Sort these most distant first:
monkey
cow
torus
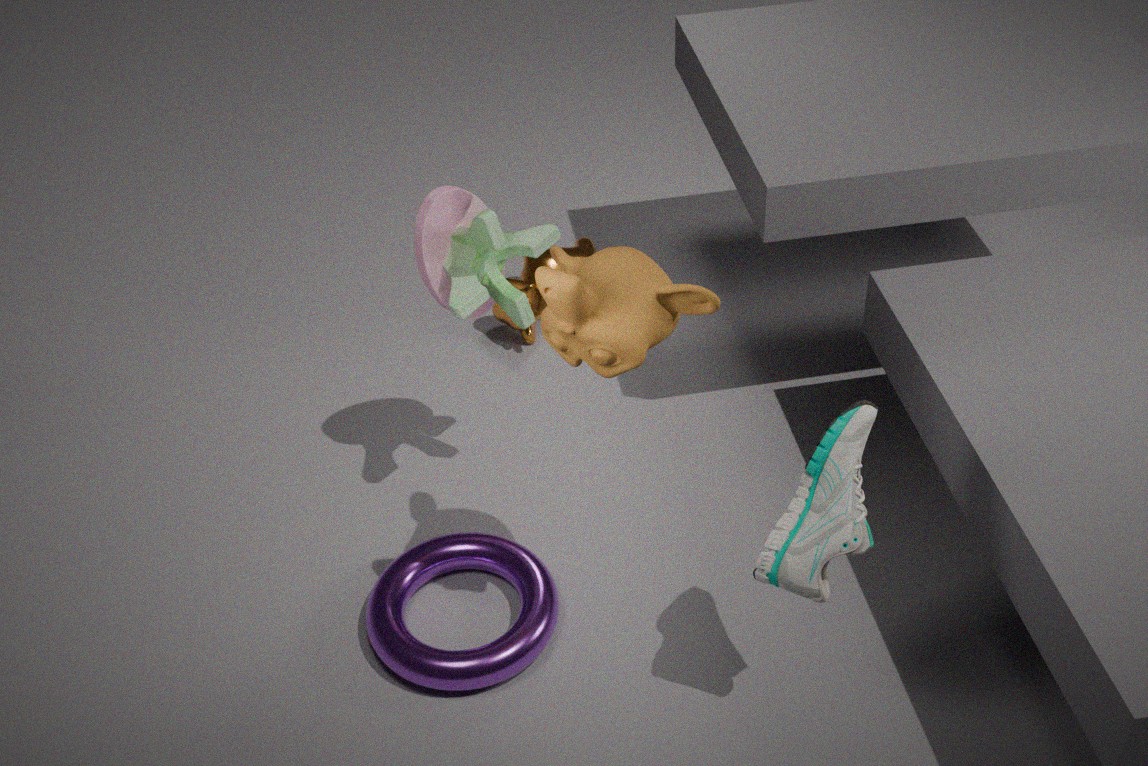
1. cow
2. torus
3. monkey
